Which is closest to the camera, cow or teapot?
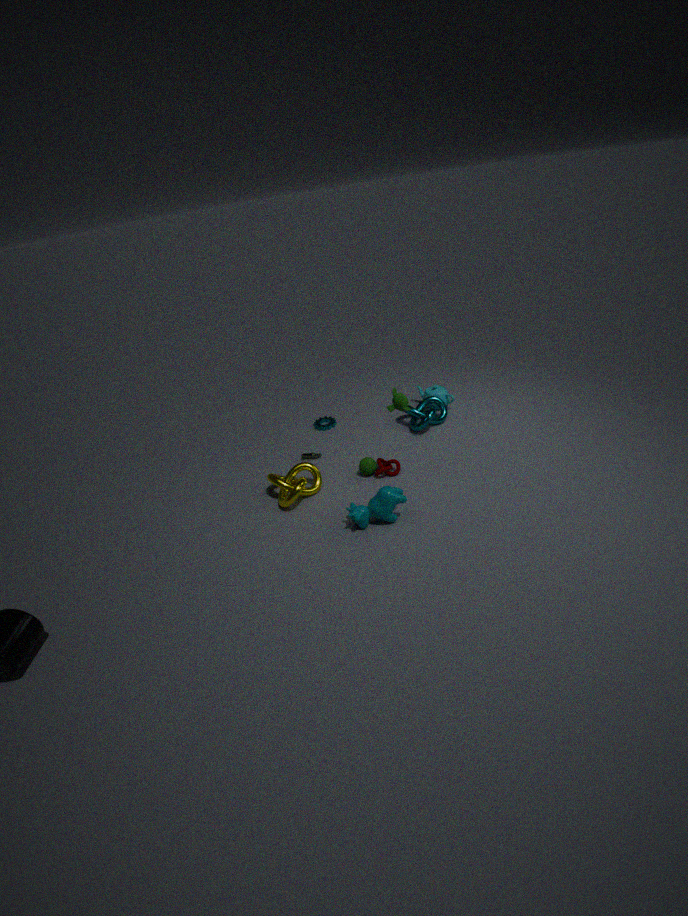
cow
